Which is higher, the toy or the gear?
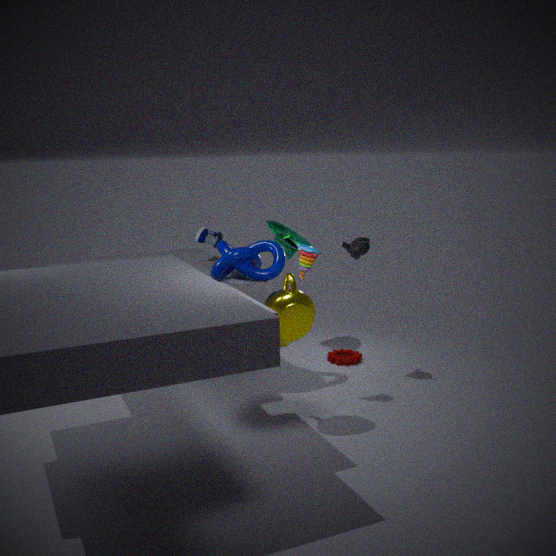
the toy
